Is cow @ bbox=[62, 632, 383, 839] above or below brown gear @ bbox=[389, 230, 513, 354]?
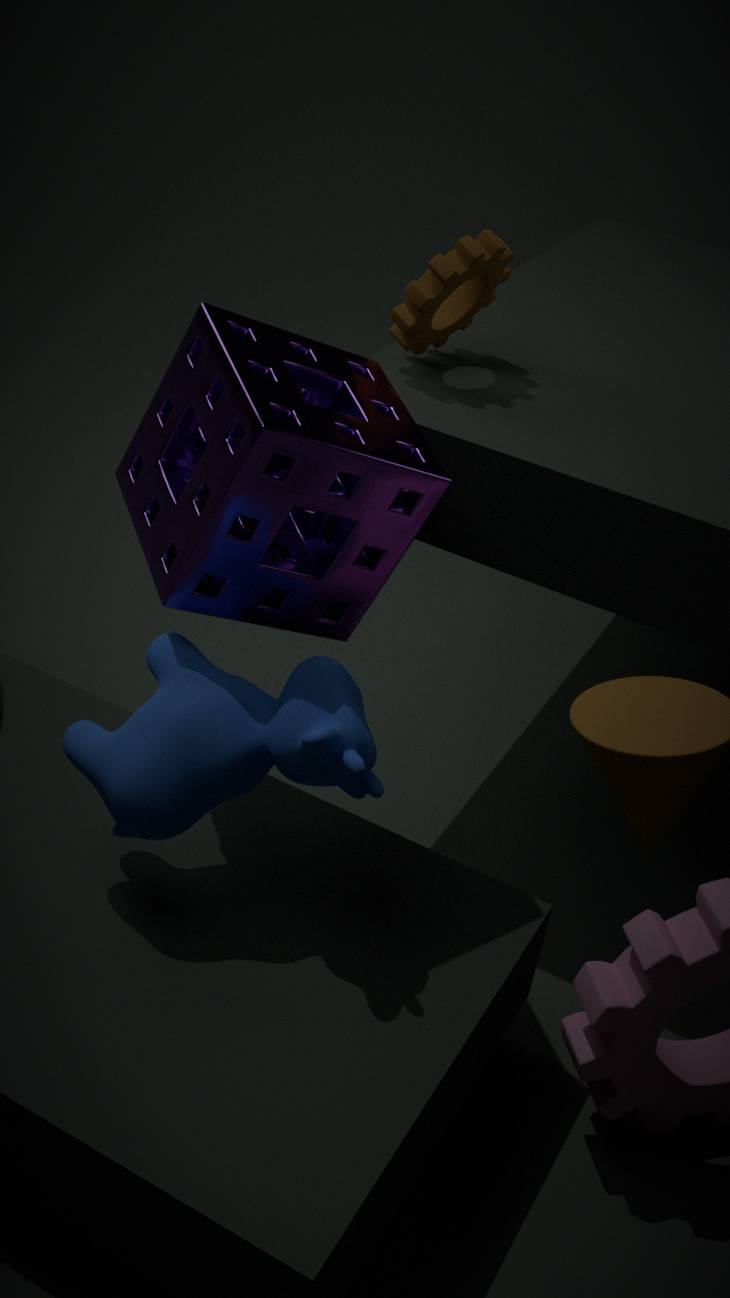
below
